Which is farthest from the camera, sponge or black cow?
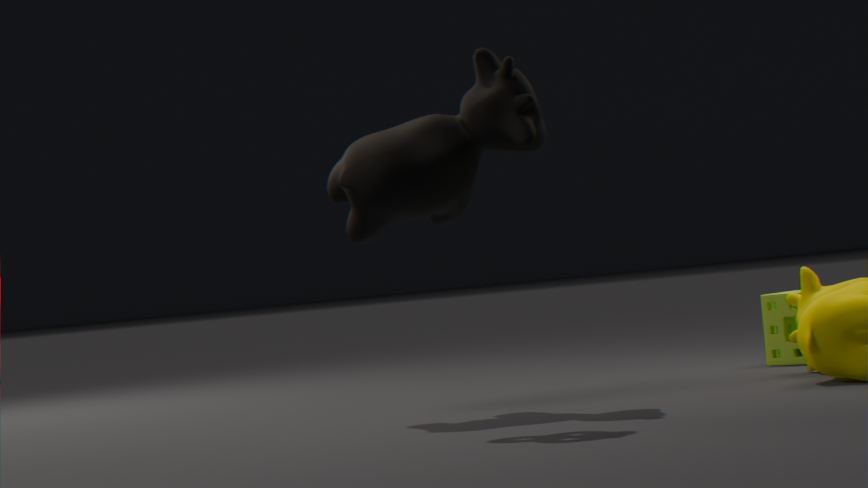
sponge
